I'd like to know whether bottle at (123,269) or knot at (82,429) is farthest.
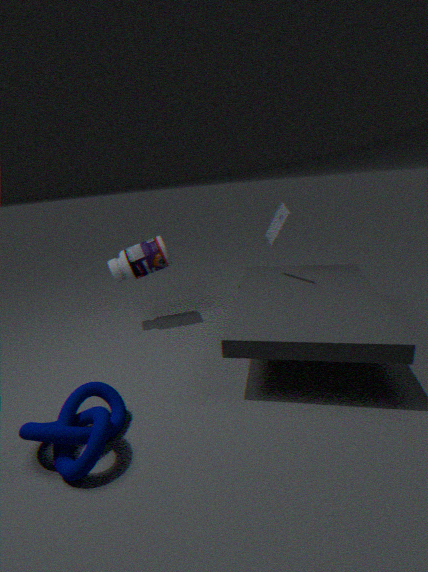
bottle at (123,269)
